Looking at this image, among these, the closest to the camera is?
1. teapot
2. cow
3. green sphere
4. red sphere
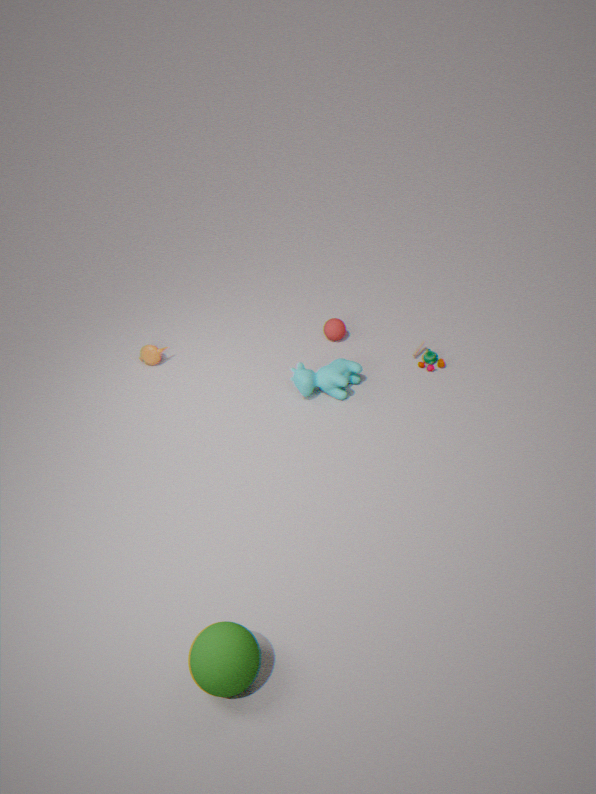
green sphere
